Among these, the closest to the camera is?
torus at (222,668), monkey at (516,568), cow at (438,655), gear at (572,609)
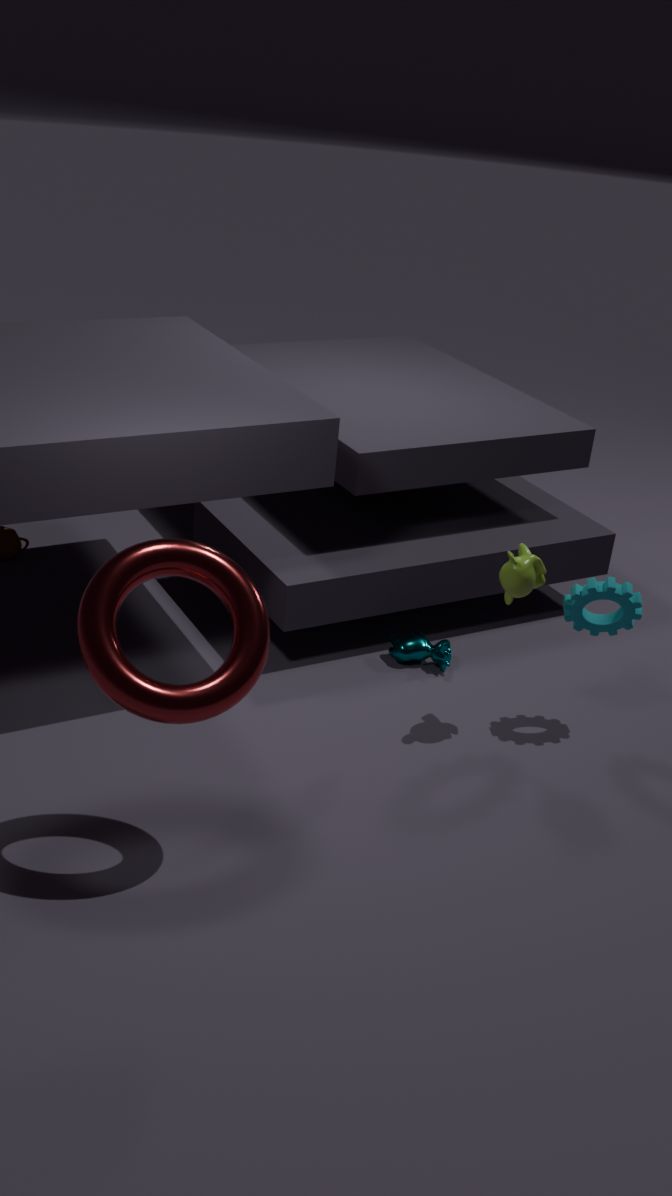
torus at (222,668)
